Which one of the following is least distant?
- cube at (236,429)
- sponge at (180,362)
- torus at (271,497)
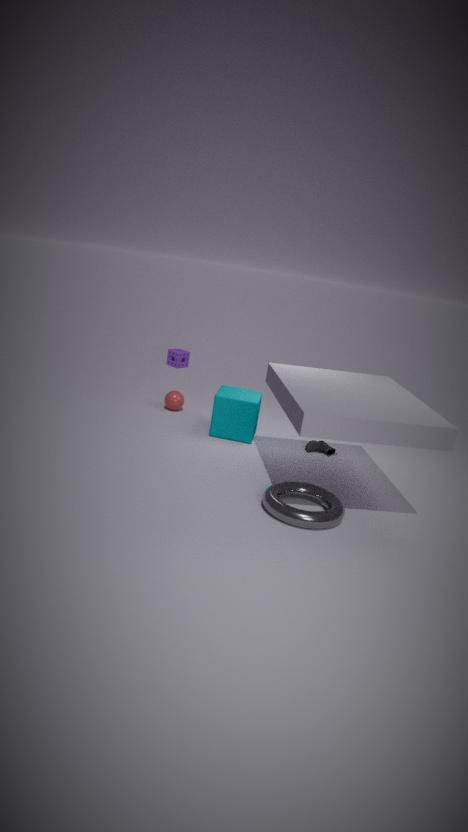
torus at (271,497)
